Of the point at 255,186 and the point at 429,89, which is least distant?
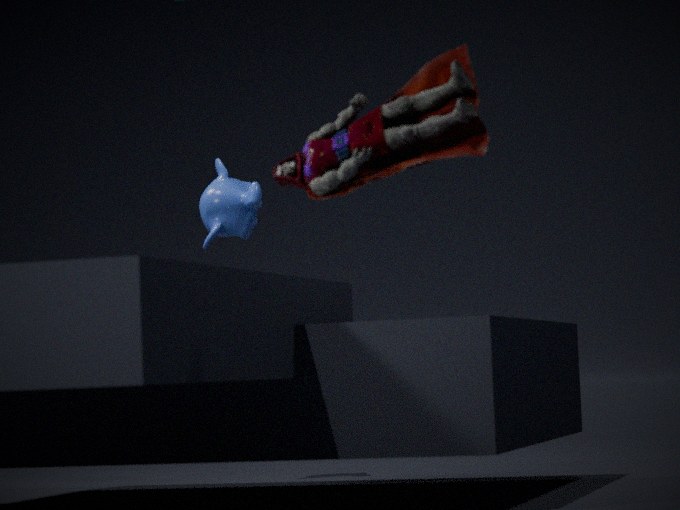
the point at 429,89
